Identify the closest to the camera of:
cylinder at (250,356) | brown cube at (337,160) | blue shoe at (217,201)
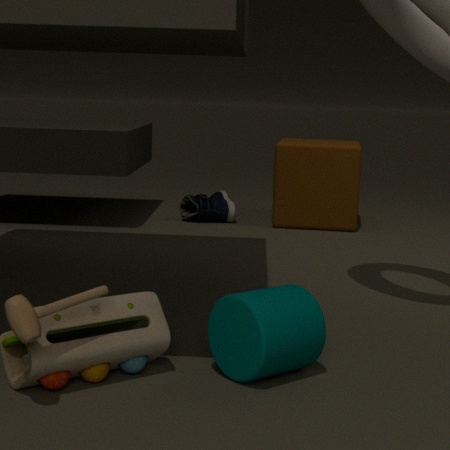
cylinder at (250,356)
